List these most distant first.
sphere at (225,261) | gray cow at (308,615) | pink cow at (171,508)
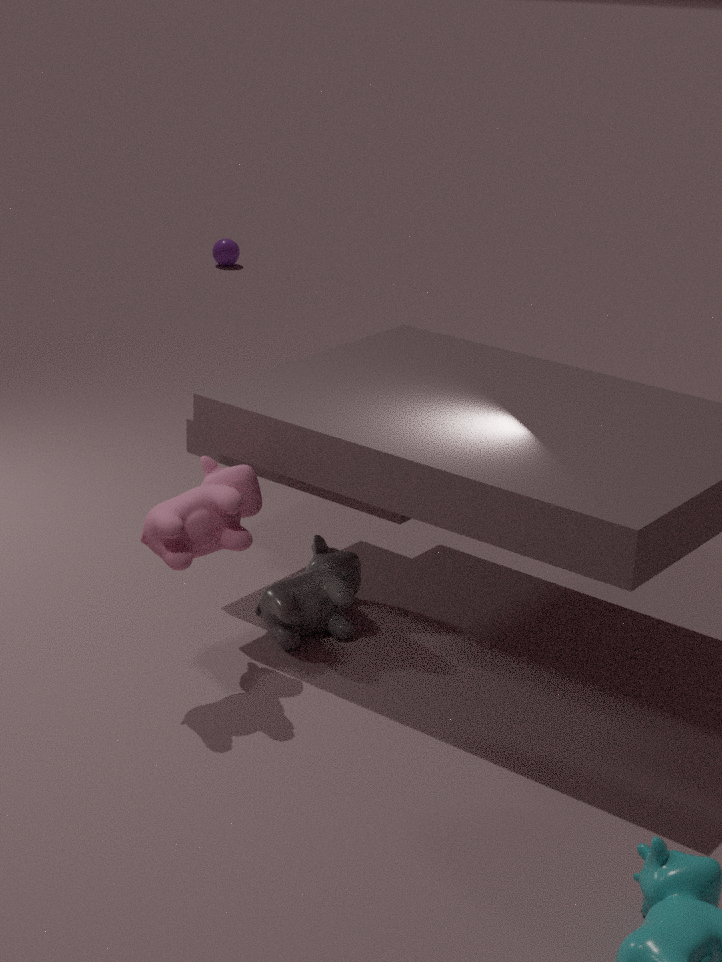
sphere at (225,261) < gray cow at (308,615) < pink cow at (171,508)
